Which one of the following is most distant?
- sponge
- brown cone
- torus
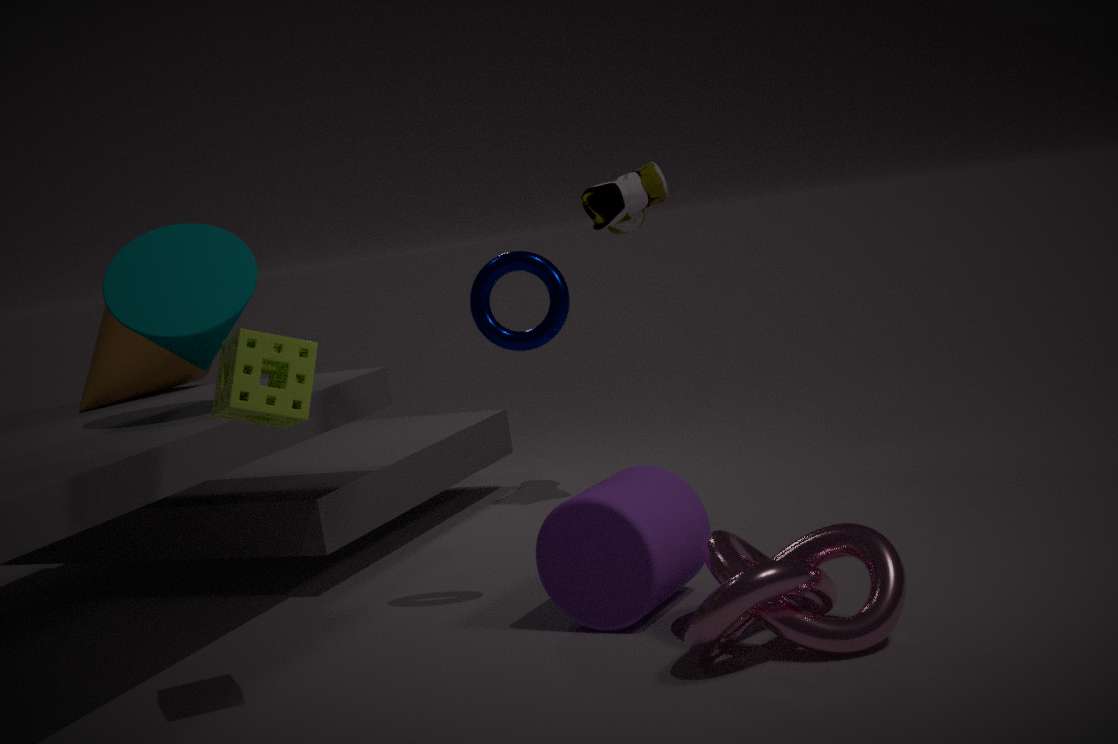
brown cone
